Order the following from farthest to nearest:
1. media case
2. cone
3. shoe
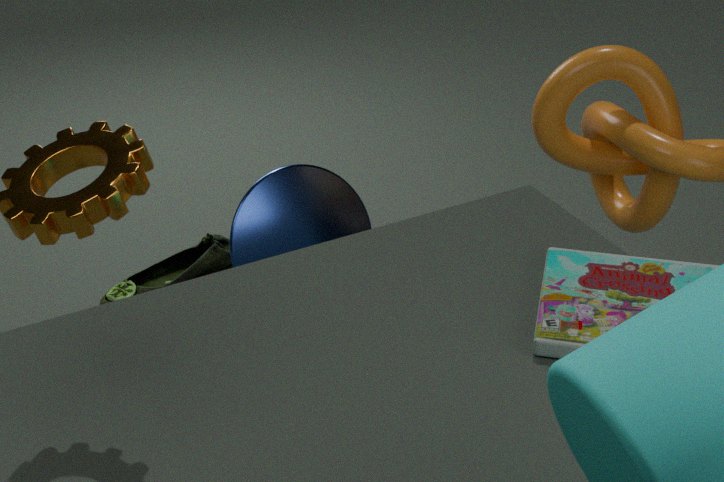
shoe < cone < media case
